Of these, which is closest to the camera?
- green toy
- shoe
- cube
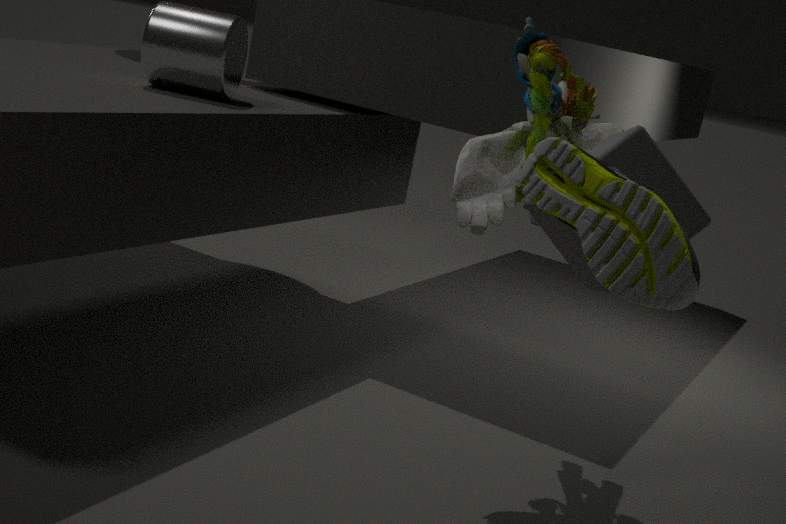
shoe
